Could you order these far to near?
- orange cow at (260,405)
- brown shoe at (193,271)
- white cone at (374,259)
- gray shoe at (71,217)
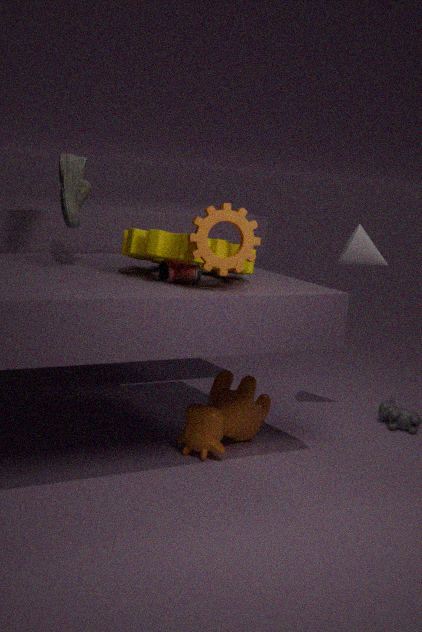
white cone at (374,259)
orange cow at (260,405)
gray shoe at (71,217)
brown shoe at (193,271)
